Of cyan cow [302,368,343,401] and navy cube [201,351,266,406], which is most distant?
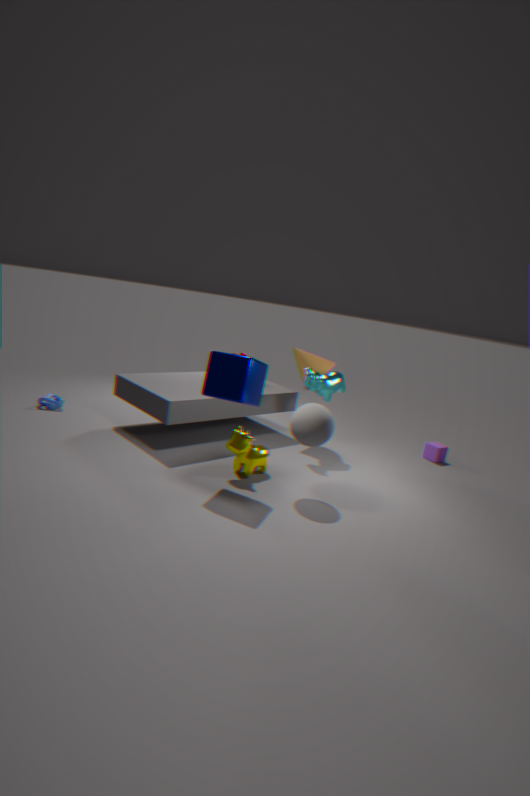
cyan cow [302,368,343,401]
